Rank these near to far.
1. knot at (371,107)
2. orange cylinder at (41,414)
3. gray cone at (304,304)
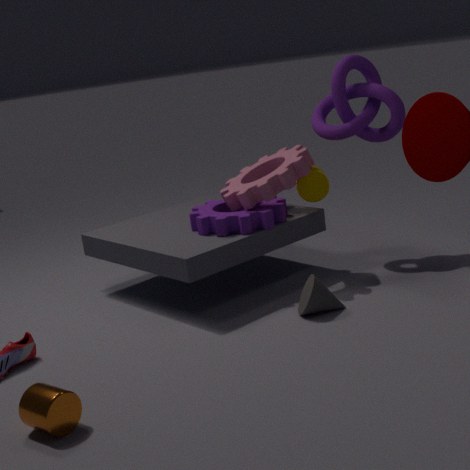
orange cylinder at (41,414) → gray cone at (304,304) → knot at (371,107)
